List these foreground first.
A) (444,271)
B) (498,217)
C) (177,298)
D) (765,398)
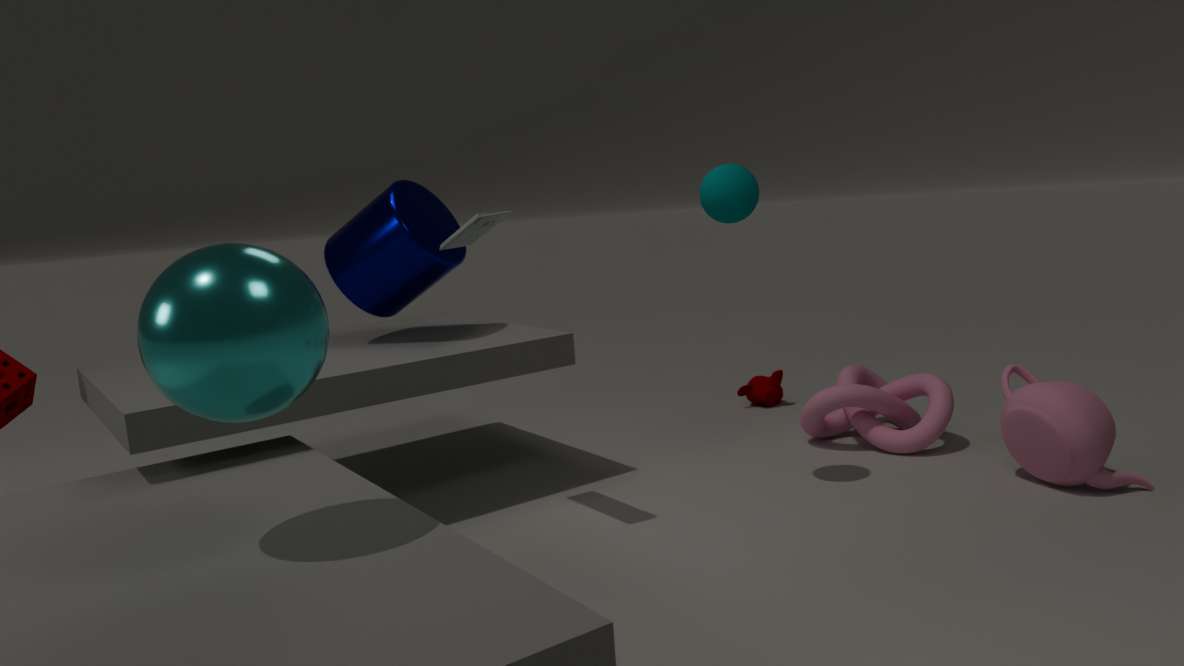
C. (177,298), B. (498,217), A. (444,271), D. (765,398)
